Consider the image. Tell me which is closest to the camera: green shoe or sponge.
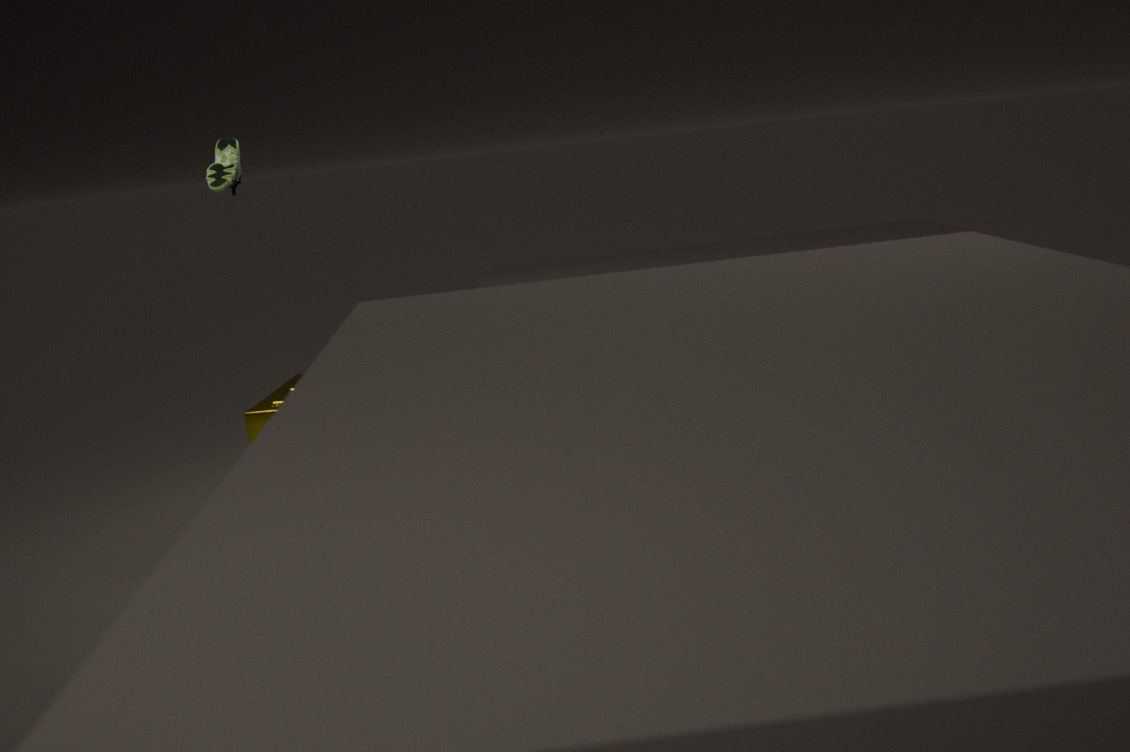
sponge
